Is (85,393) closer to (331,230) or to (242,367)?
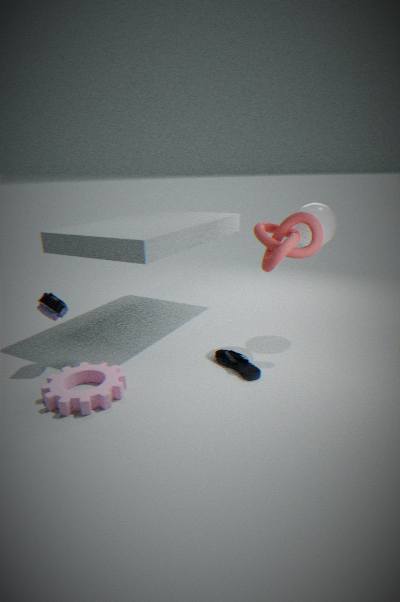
(242,367)
